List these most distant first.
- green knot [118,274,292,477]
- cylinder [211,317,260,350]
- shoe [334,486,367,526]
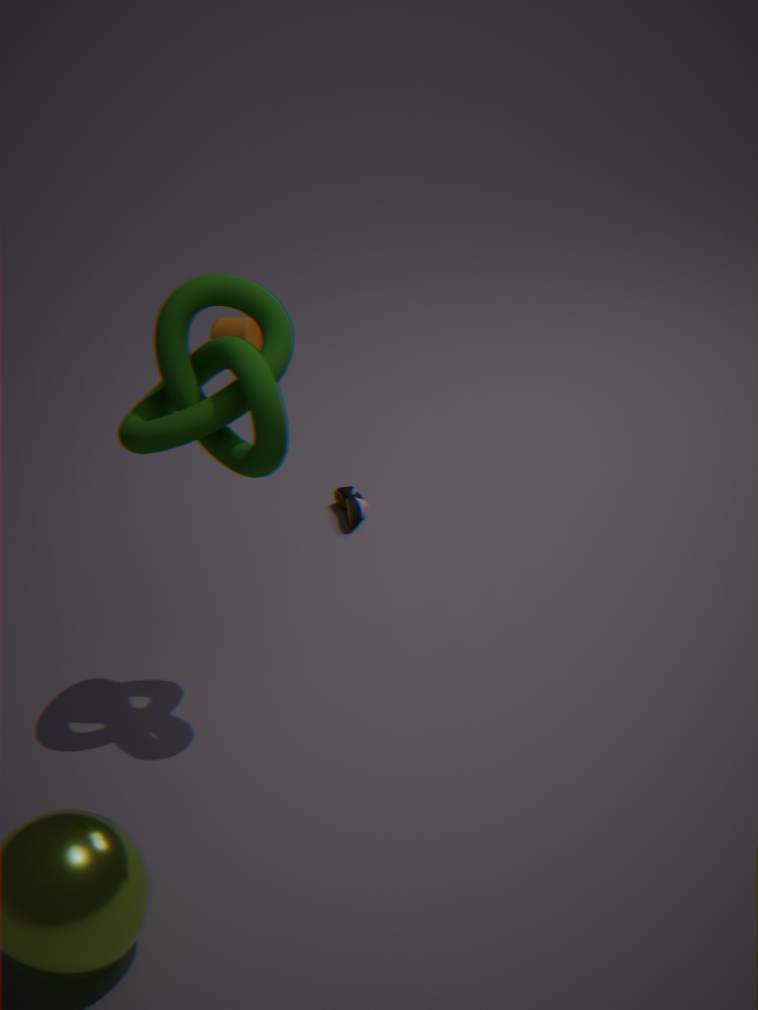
cylinder [211,317,260,350] < shoe [334,486,367,526] < green knot [118,274,292,477]
